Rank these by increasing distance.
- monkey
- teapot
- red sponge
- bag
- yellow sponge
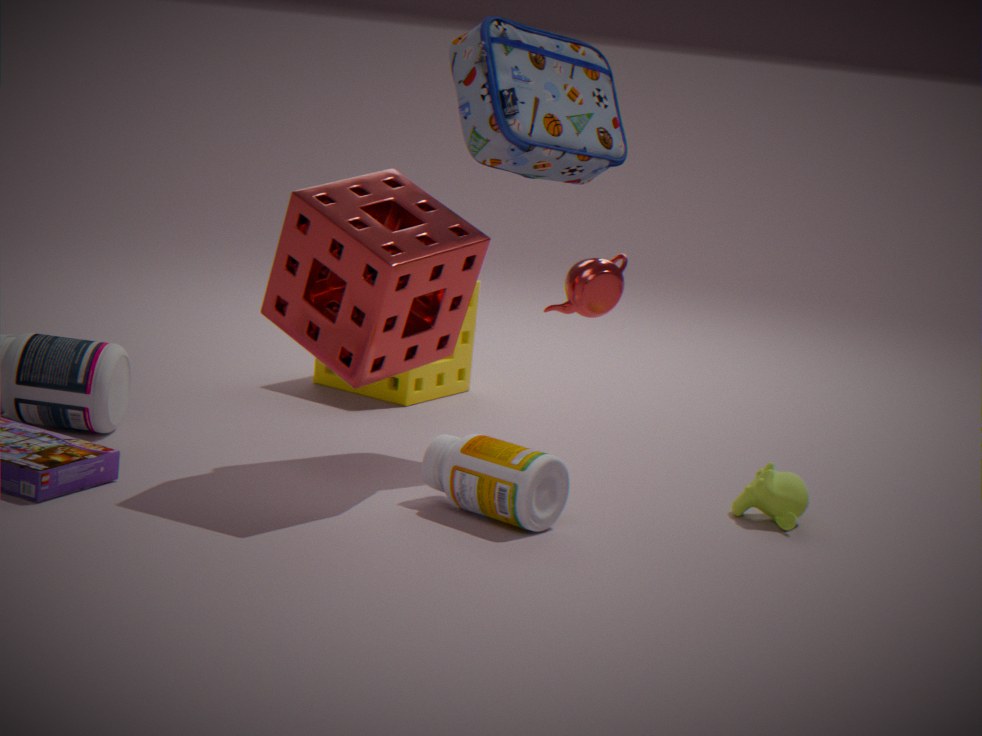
red sponge, monkey, bag, teapot, yellow sponge
